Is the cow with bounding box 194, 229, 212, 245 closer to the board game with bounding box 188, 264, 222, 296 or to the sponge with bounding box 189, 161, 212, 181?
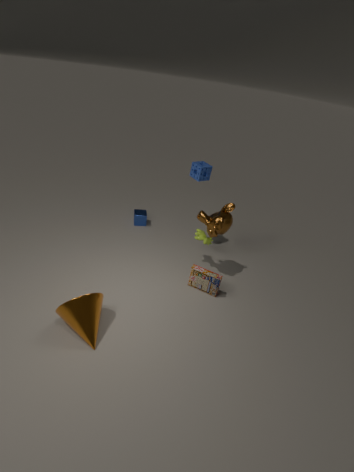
the board game with bounding box 188, 264, 222, 296
